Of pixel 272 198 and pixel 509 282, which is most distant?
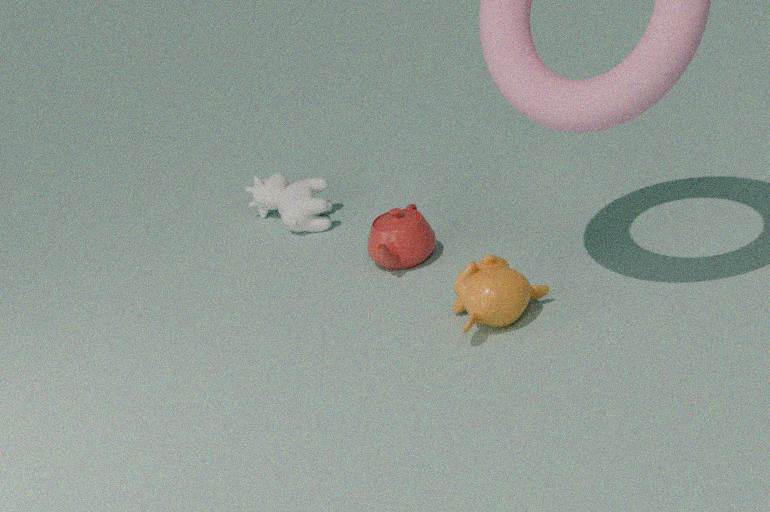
pixel 272 198
